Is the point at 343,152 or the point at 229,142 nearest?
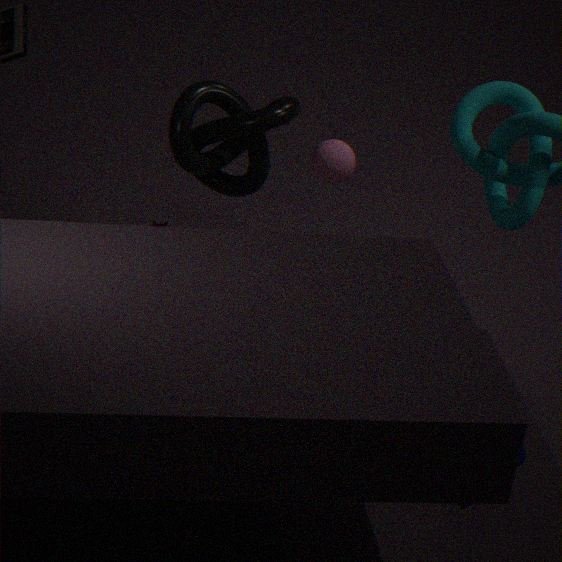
the point at 229,142
